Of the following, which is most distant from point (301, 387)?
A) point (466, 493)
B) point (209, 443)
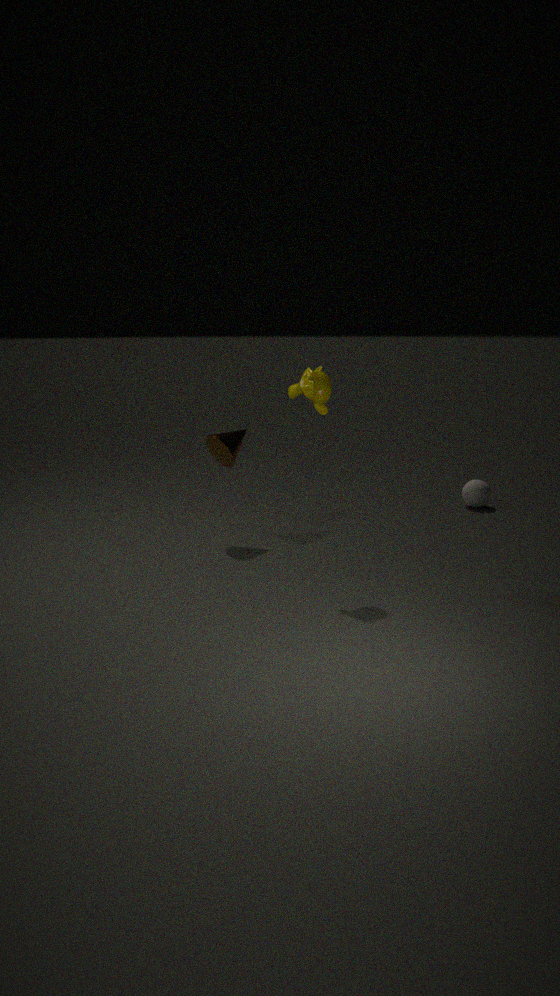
point (466, 493)
